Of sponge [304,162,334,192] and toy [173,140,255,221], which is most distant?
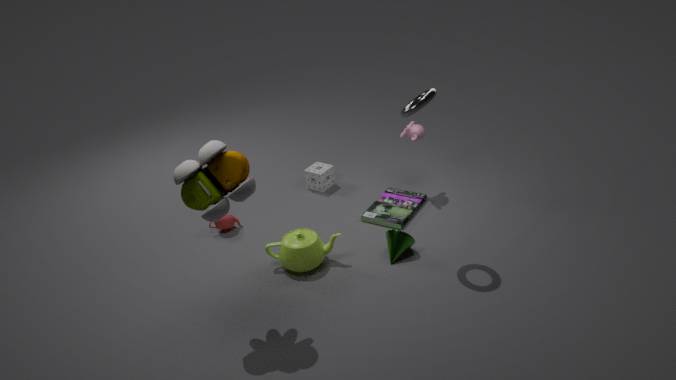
sponge [304,162,334,192]
